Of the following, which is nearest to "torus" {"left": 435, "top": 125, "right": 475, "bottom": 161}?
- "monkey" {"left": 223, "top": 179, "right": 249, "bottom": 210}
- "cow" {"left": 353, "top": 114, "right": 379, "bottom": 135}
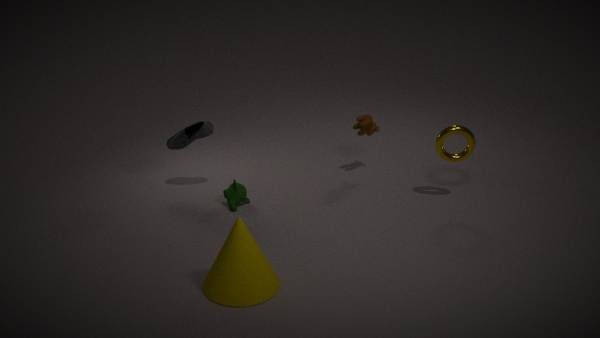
"cow" {"left": 353, "top": 114, "right": 379, "bottom": 135}
